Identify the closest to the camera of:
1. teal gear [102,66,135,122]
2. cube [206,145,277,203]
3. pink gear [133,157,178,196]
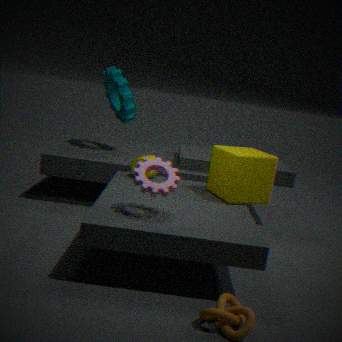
pink gear [133,157,178,196]
